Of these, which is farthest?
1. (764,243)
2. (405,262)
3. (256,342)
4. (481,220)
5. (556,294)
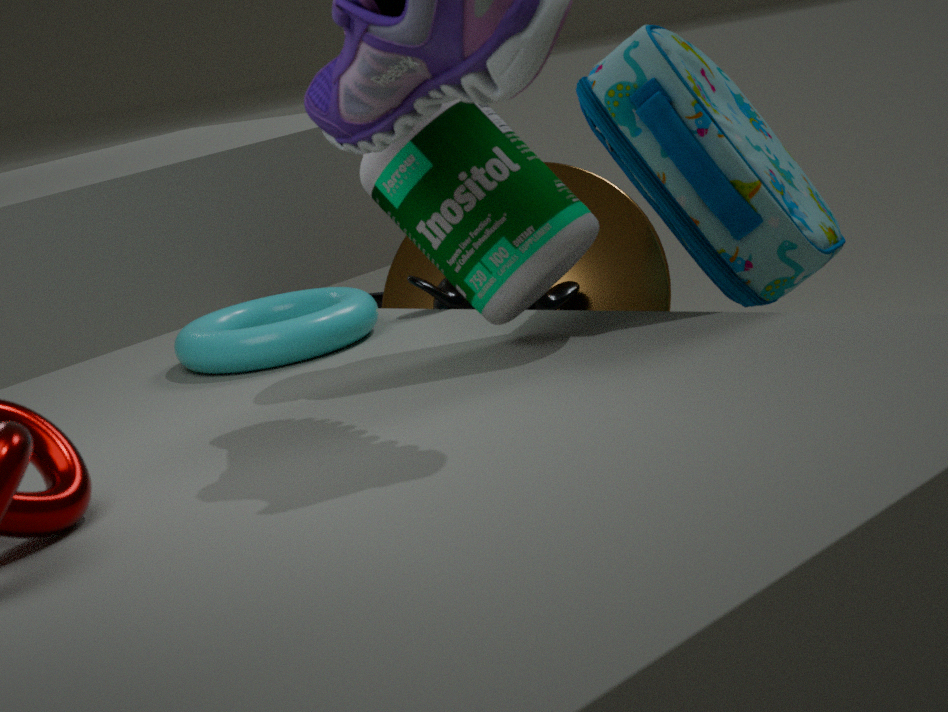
(405,262)
